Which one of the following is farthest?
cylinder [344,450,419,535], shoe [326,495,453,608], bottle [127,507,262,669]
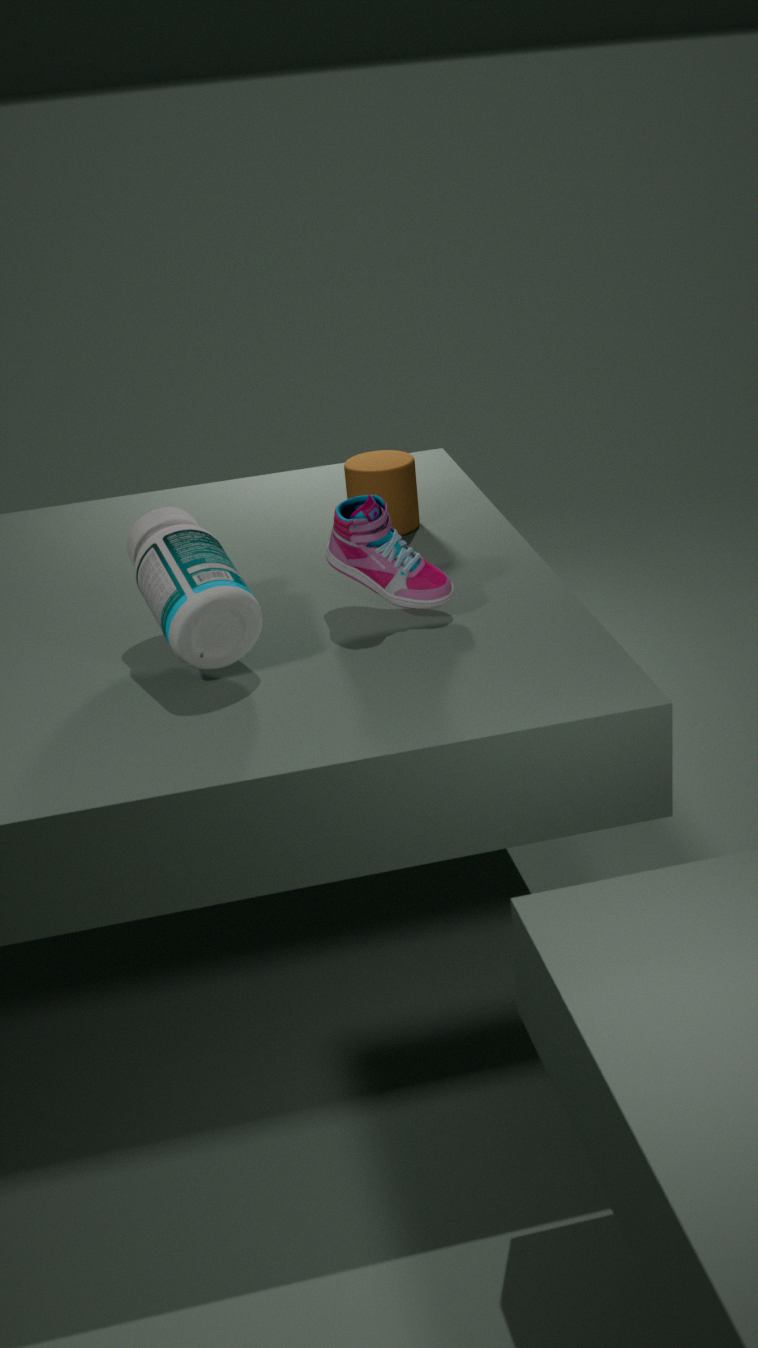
cylinder [344,450,419,535]
